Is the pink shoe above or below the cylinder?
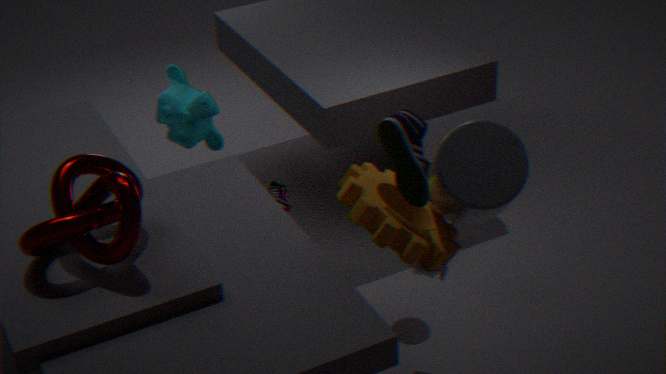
below
